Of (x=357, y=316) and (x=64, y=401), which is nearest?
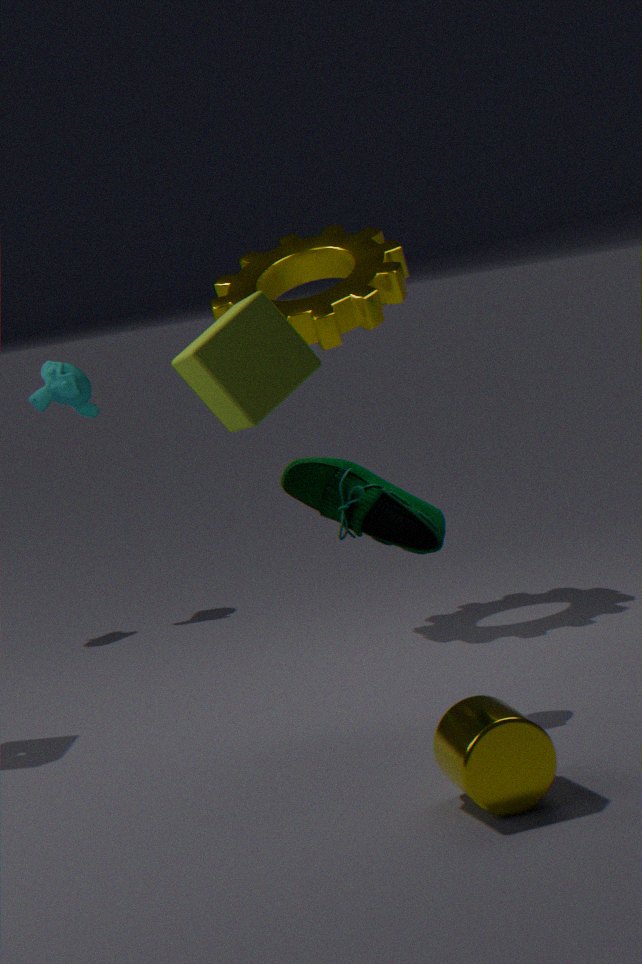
(x=357, y=316)
